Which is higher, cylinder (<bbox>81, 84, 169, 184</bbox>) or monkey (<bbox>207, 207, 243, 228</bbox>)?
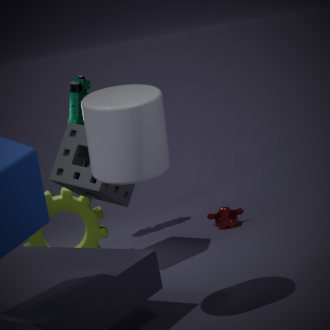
cylinder (<bbox>81, 84, 169, 184</bbox>)
